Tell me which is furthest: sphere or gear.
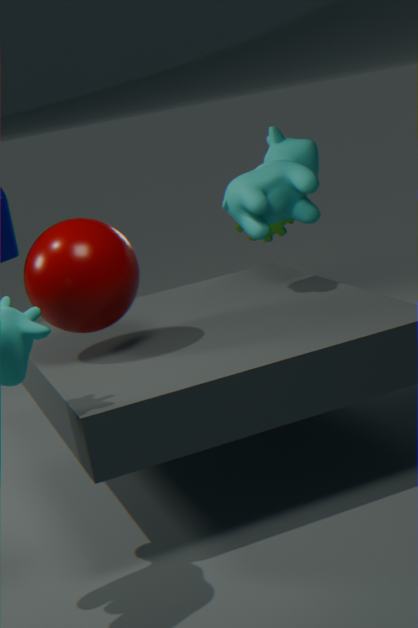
gear
